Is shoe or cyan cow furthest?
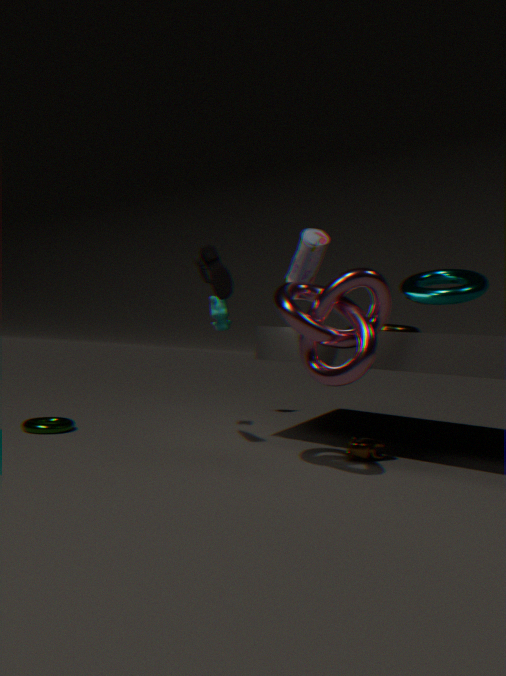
cyan cow
